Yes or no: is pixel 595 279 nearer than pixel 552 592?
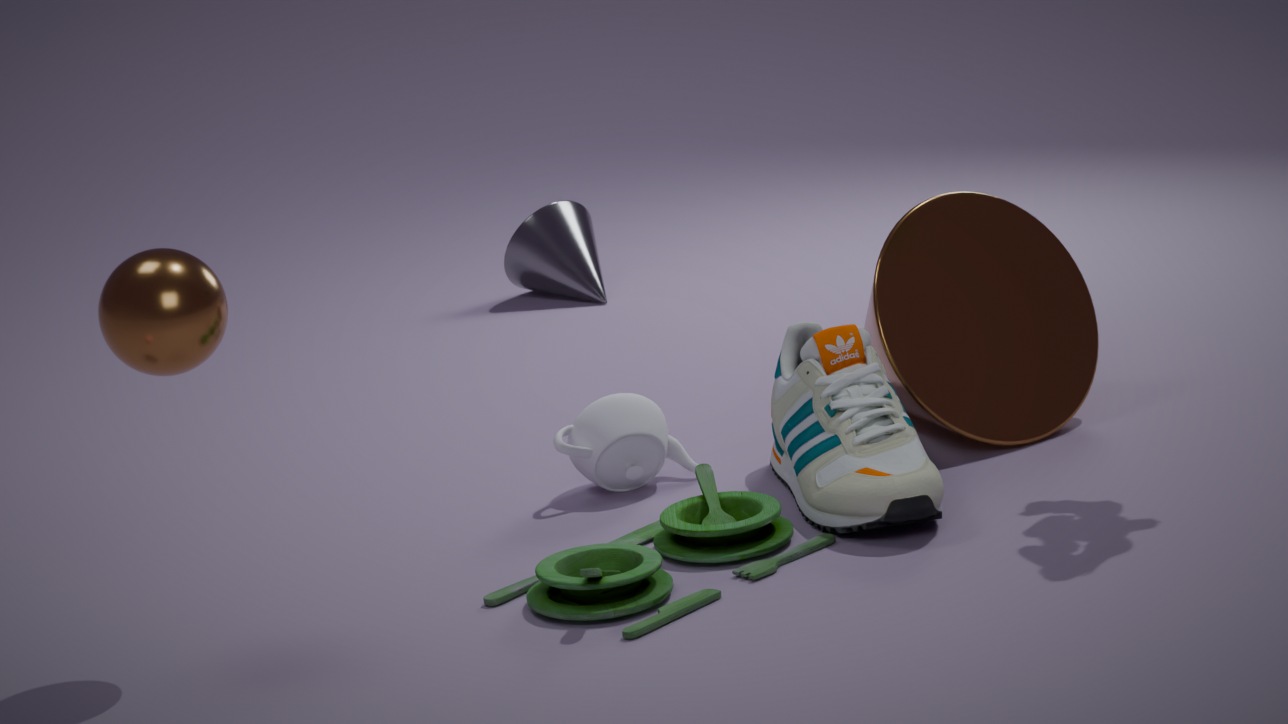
No
